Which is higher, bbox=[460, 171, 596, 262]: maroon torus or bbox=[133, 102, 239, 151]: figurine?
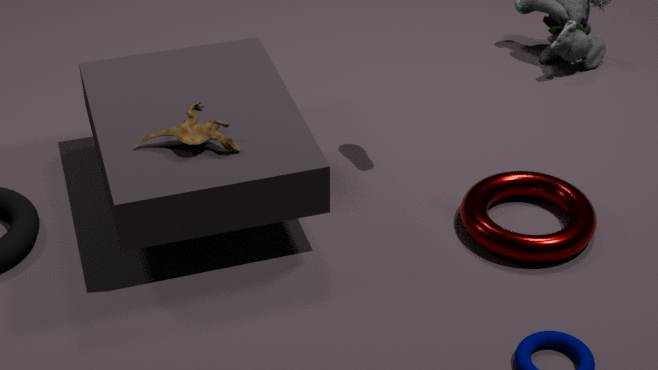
bbox=[133, 102, 239, 151]: figurine
